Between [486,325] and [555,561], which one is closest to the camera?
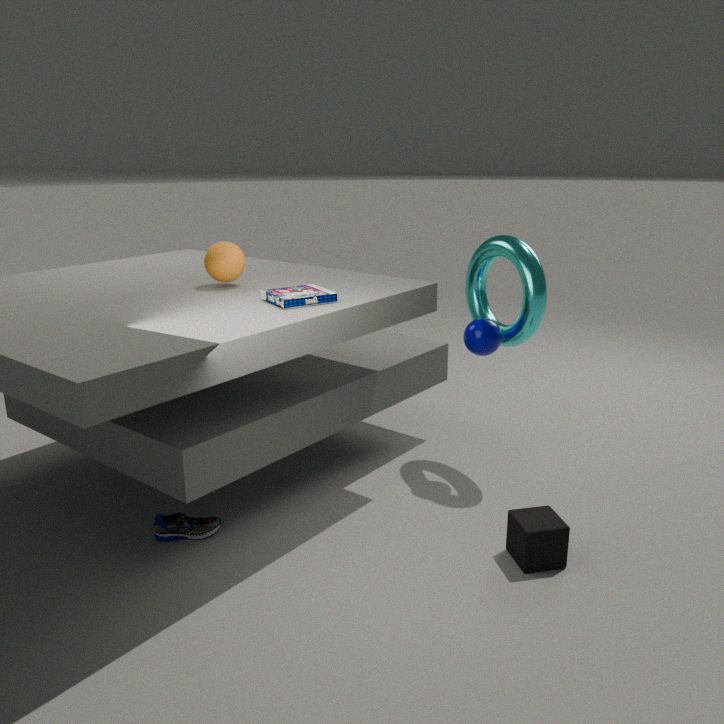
[555,561]
